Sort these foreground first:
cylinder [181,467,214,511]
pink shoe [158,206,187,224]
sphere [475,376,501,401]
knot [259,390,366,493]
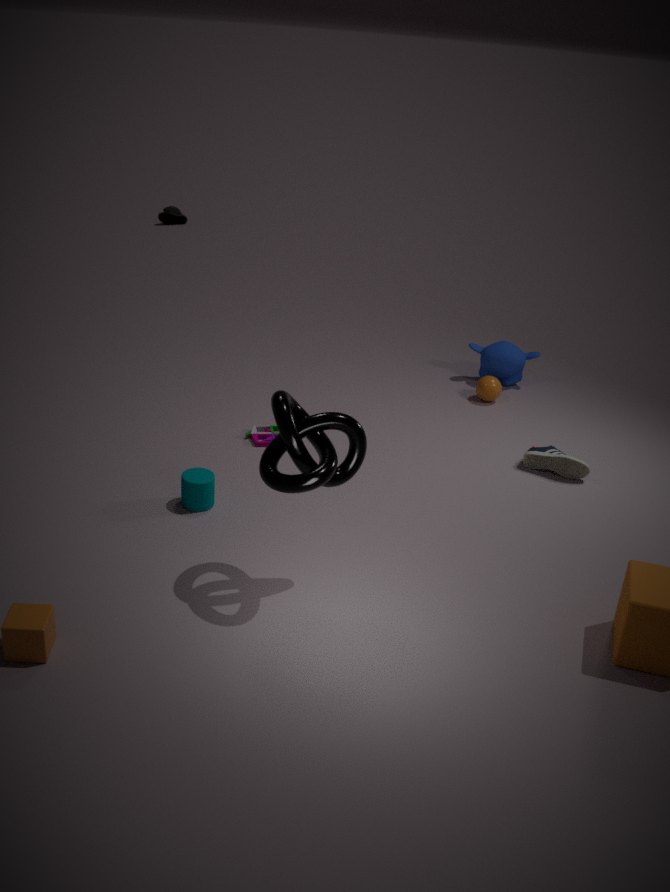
knot [259,390,366,493] < cylinder [181,467,214,511] < sphere [475,376,501,401] < pink shoe [158,206,187,224]
